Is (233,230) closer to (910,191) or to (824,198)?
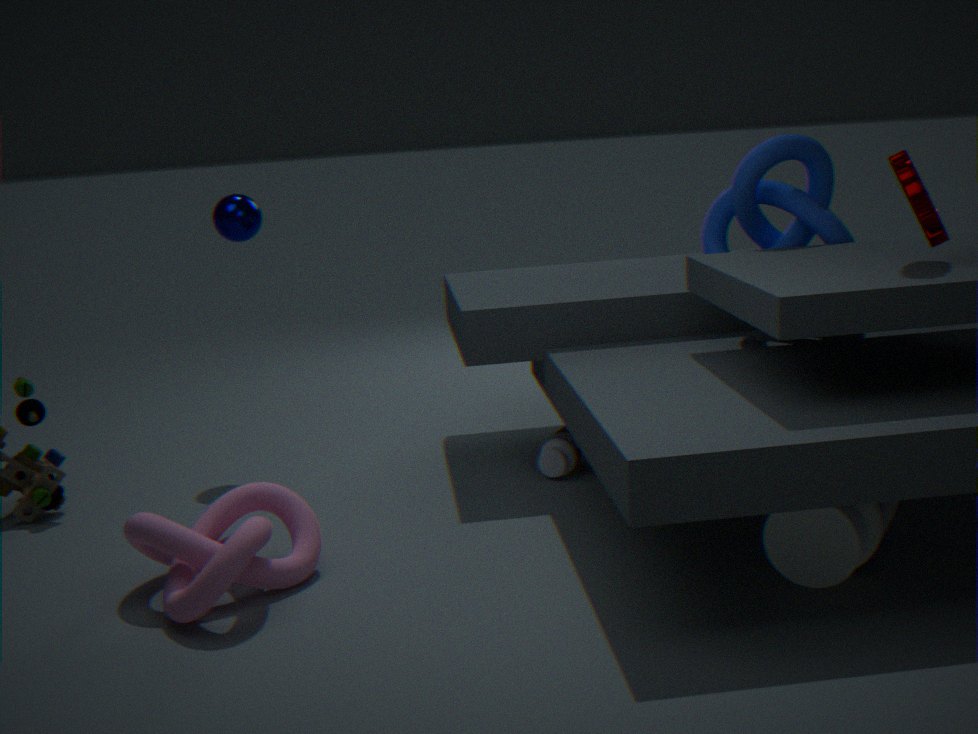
(824,198)
